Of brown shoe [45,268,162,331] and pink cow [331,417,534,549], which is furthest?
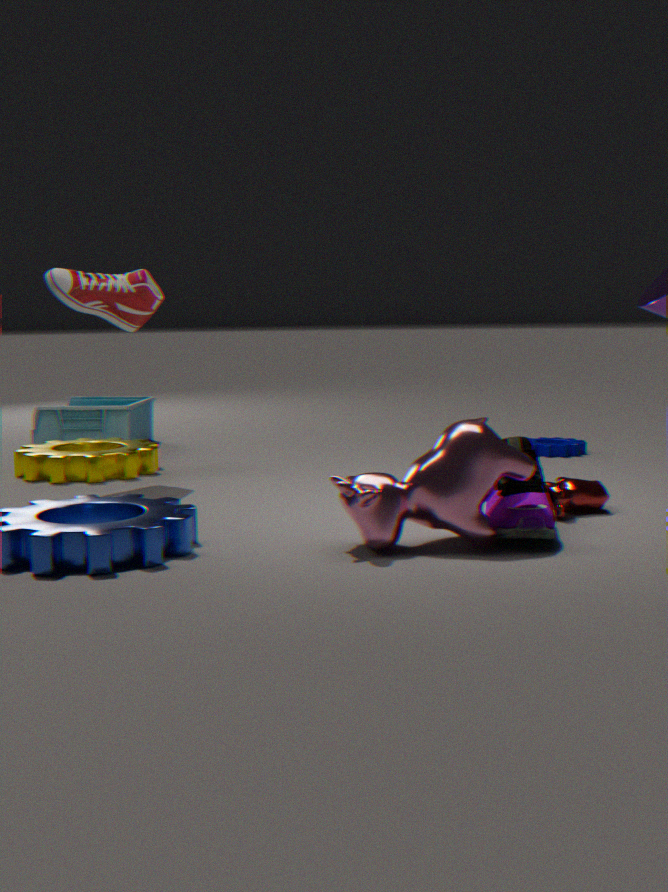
brown shoe [45,268,162,331]
